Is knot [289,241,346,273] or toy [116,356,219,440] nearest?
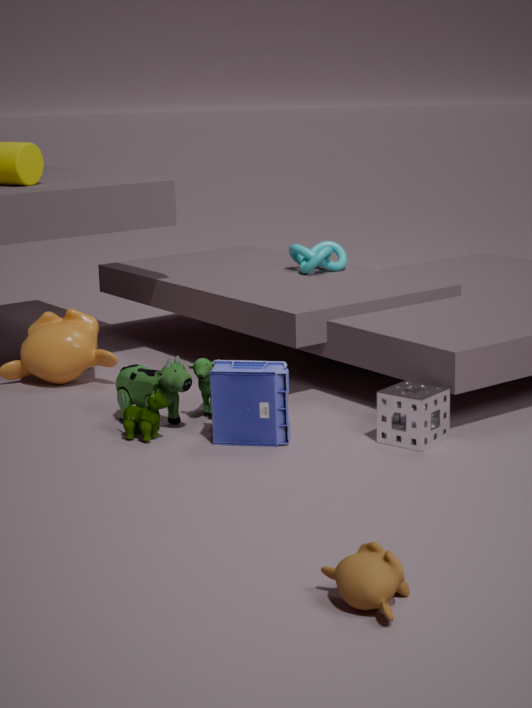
toy [116,356,219,440]
